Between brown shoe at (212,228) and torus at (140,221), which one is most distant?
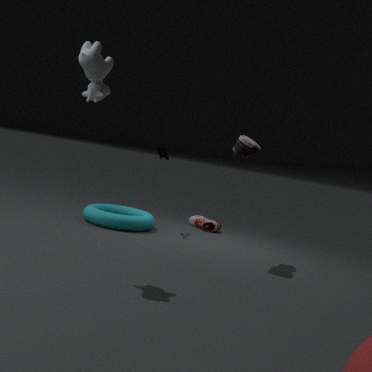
brown shoe at (212,228)
